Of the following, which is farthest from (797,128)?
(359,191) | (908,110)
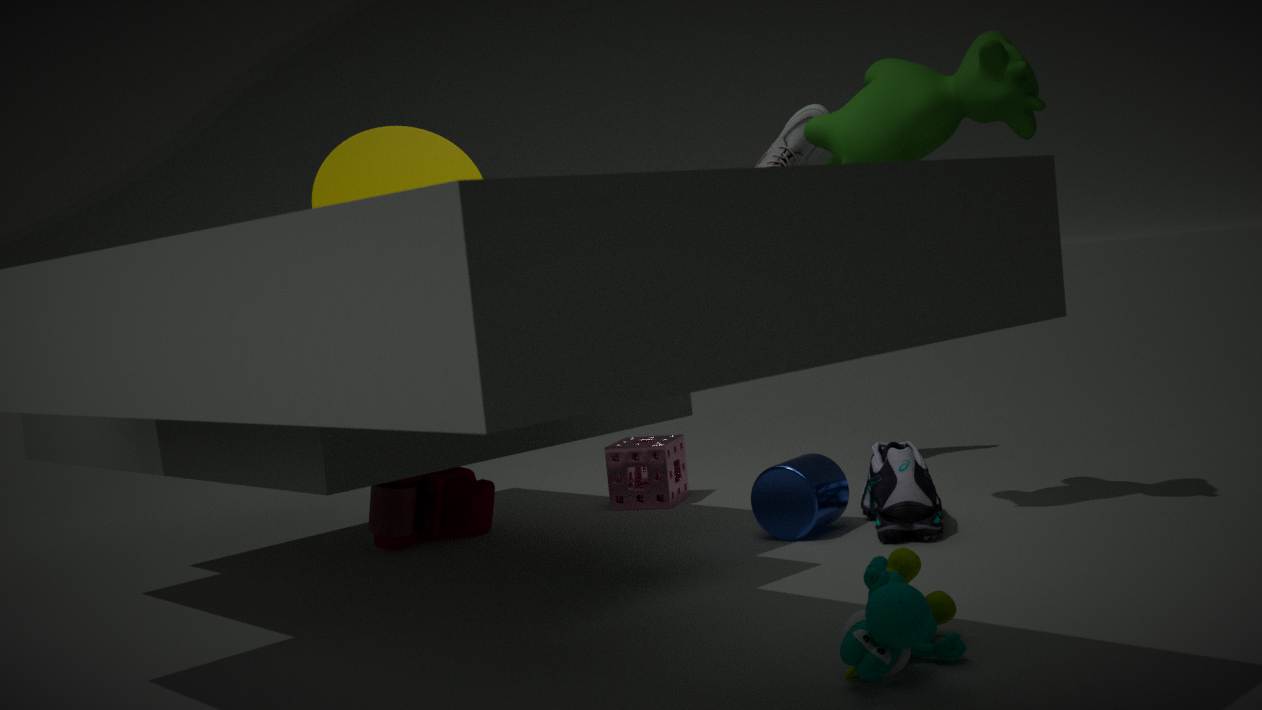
(359,191)
